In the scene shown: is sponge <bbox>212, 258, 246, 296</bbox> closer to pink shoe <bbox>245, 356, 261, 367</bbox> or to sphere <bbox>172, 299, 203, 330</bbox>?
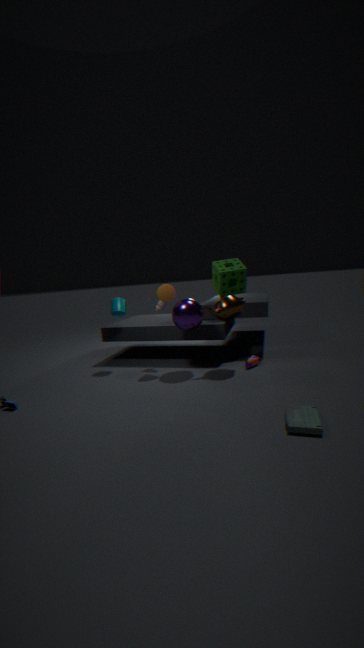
sphere <bbox>172, 299, 203, 330</bbox>
